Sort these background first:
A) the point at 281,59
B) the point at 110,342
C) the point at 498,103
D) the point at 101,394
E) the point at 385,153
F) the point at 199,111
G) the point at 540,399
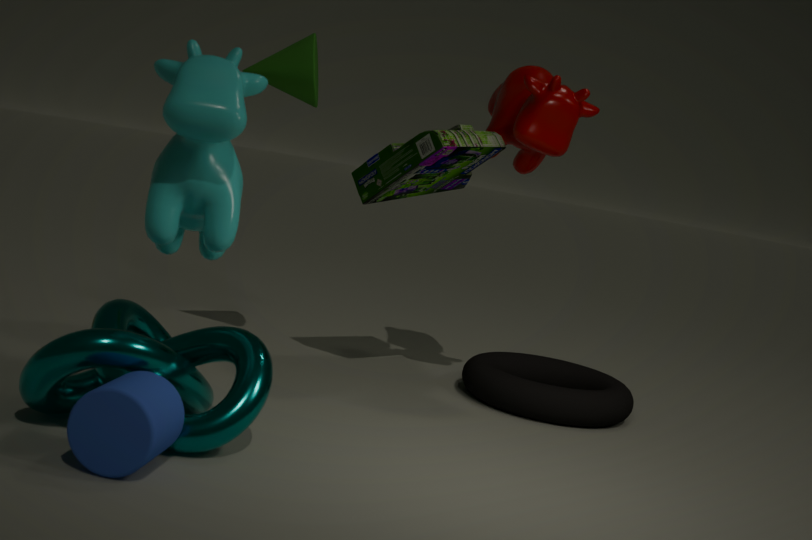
the point at 498,103
the point at 385,153
the point at 540,399
the point at 281,59
the point at 110,342
the point at 199,111
the point at 101,394
